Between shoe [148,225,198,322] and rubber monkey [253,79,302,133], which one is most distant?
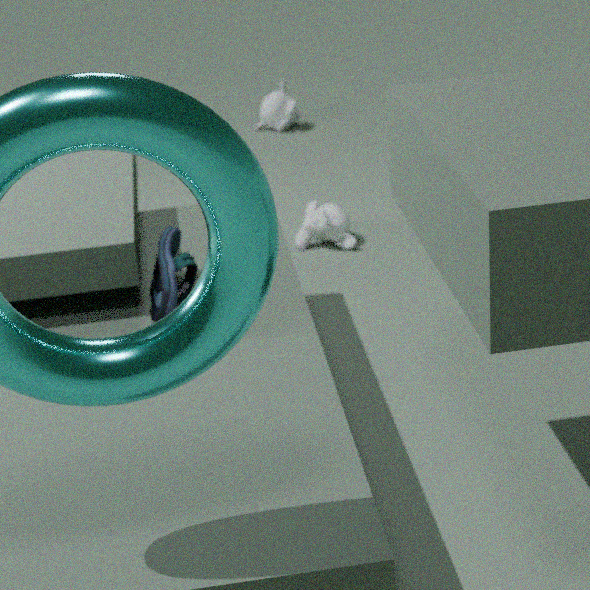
rubber monkey [253,79,302,133]
